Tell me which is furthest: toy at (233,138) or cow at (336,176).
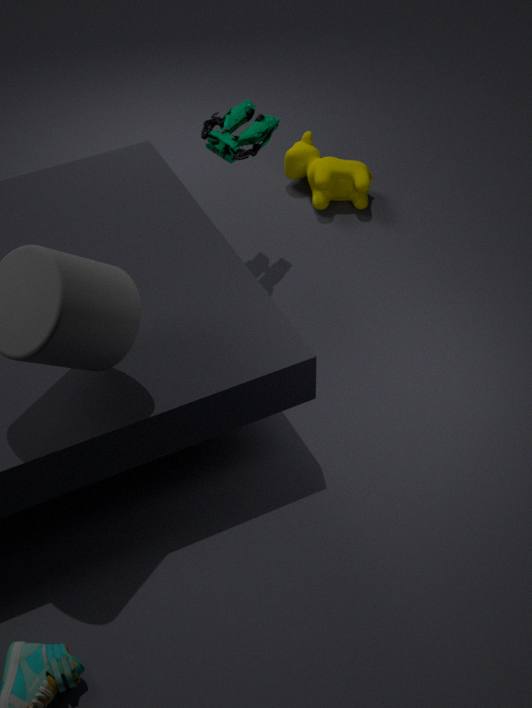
cow at (336,176)
